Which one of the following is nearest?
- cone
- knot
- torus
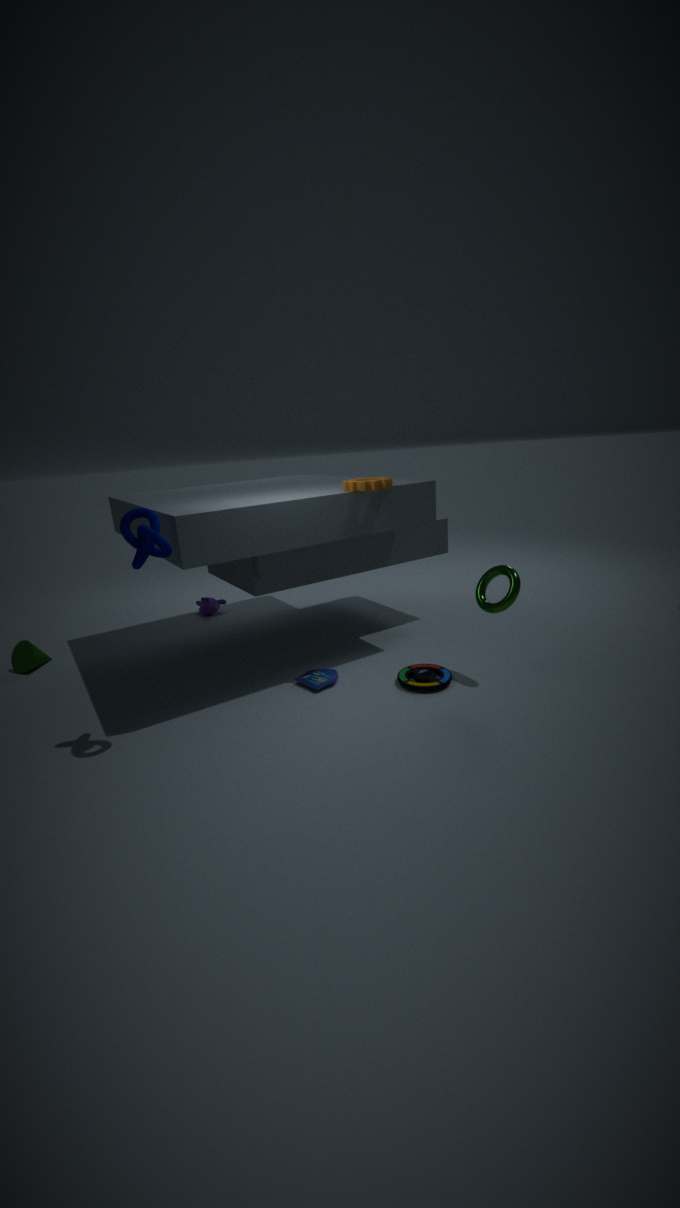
knot
